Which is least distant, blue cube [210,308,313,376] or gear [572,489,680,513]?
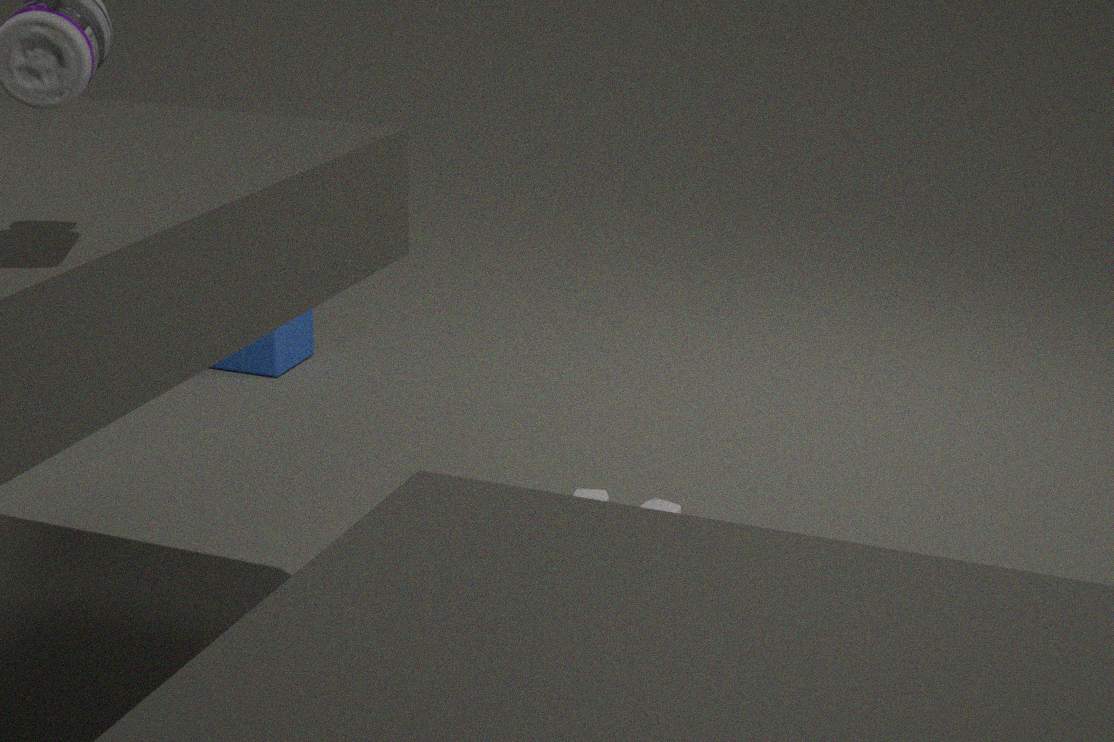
gear [572,489,680,513]
